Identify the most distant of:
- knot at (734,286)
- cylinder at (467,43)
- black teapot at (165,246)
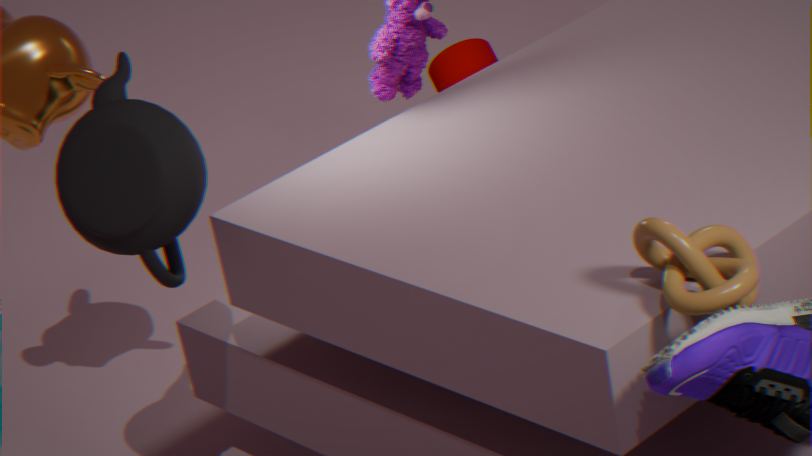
cylinder at (467,43)
